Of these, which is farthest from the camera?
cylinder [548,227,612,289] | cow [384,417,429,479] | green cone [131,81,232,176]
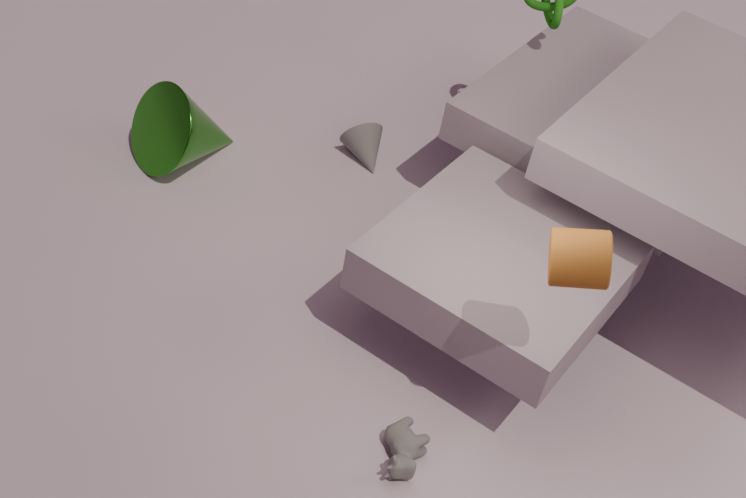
green cone [131,81,232,176]
